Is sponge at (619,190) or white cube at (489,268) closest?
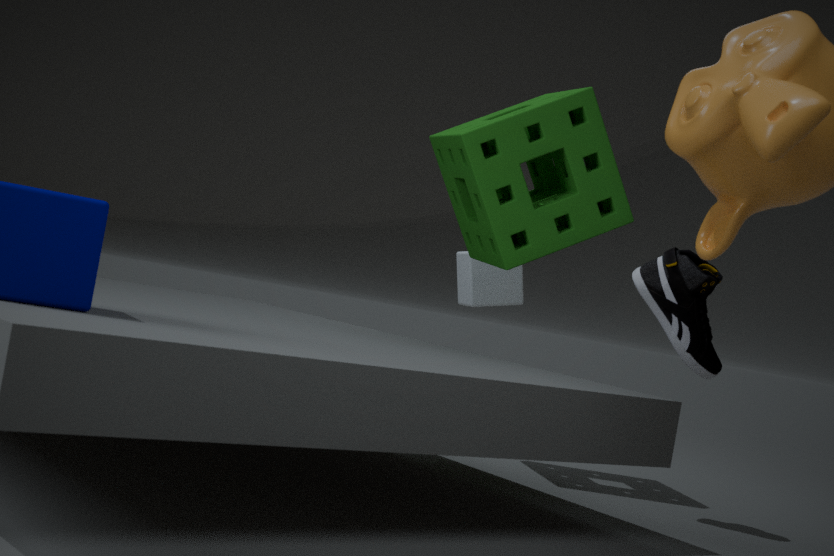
sponge at (619,190)
